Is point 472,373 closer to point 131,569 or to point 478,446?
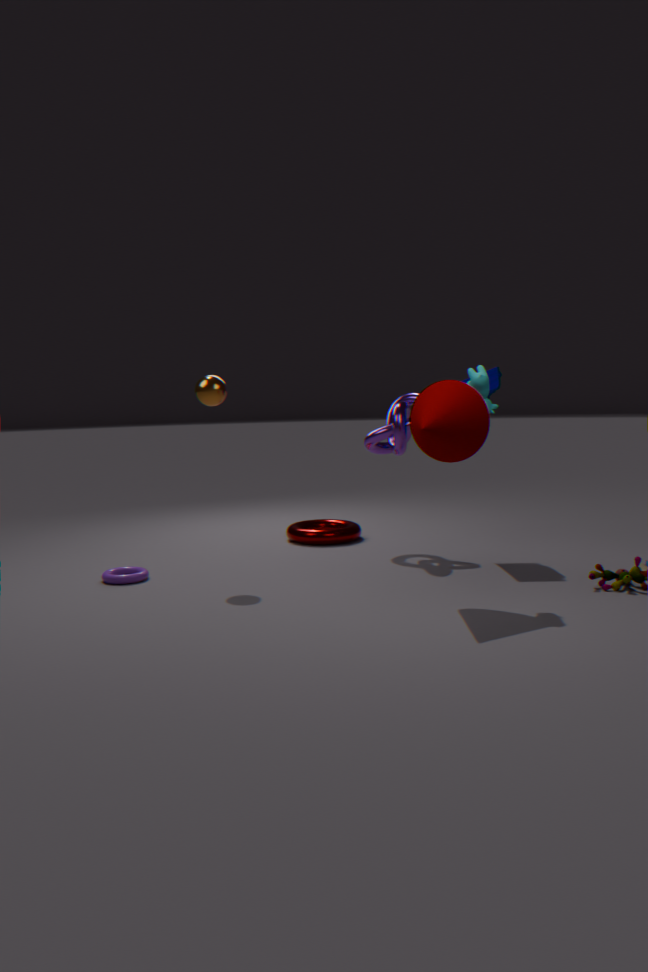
point 478,446
